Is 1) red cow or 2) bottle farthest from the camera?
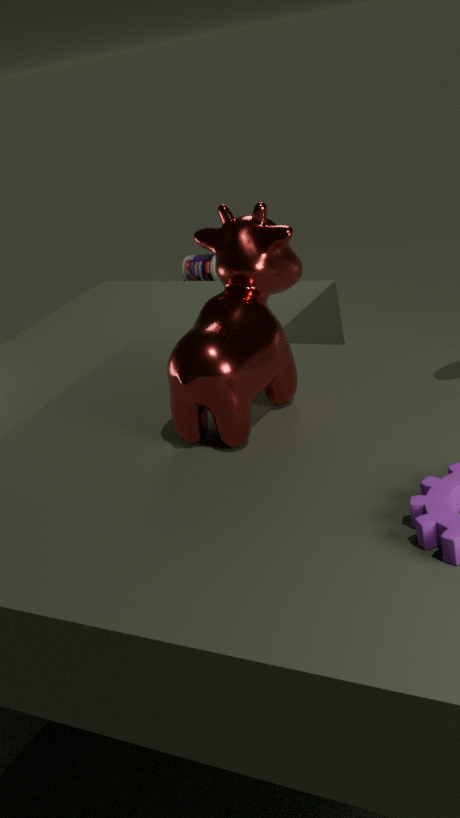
2. bottle
